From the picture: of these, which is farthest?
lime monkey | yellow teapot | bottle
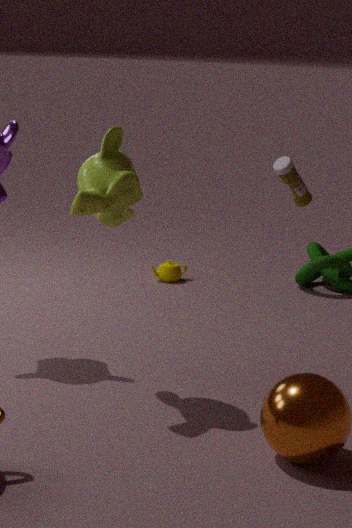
yellow teapot
